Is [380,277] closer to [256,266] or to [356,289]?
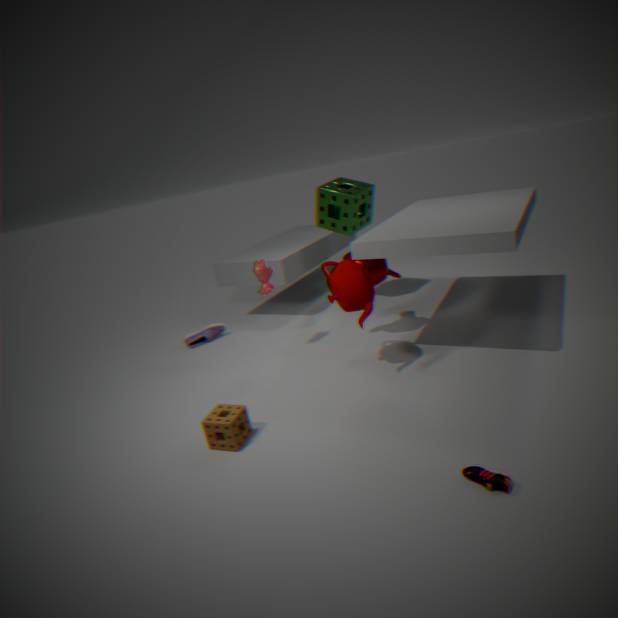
[356,289]
